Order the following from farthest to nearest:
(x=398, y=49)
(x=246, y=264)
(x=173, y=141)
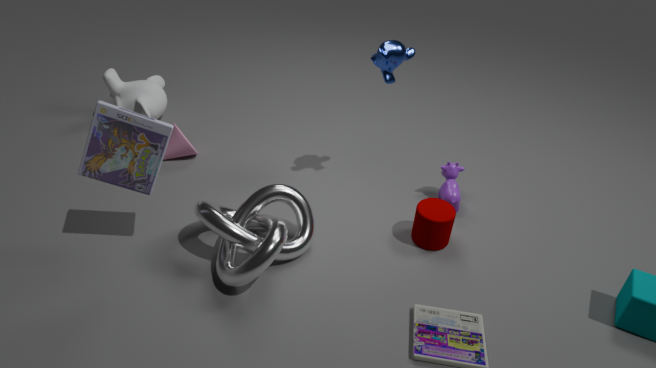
(x=173, y=141) → (x=398, y=49) → (x=246, y=264)
